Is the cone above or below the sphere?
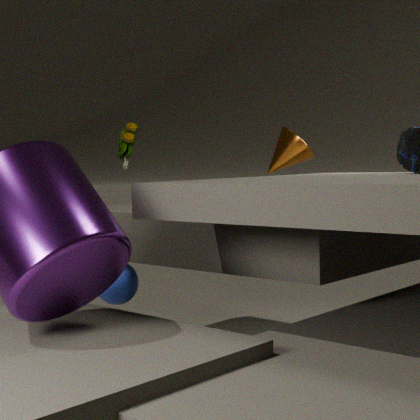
above
